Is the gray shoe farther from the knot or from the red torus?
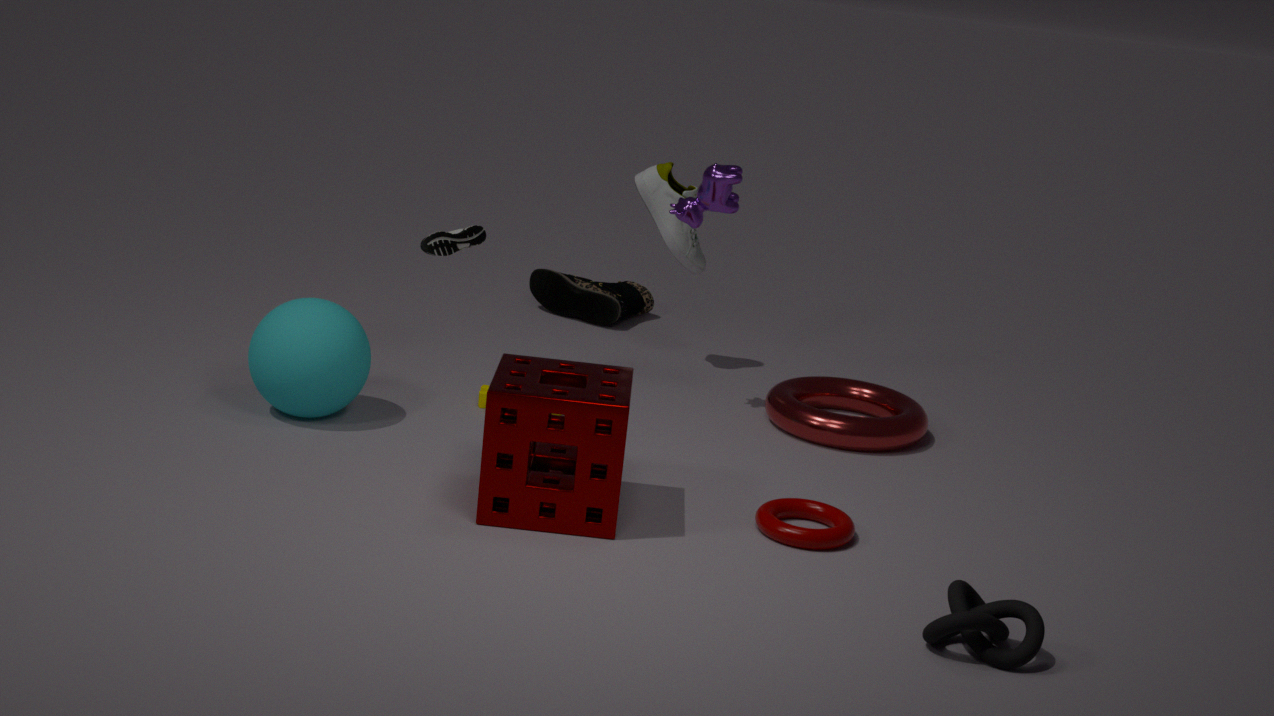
the knot
